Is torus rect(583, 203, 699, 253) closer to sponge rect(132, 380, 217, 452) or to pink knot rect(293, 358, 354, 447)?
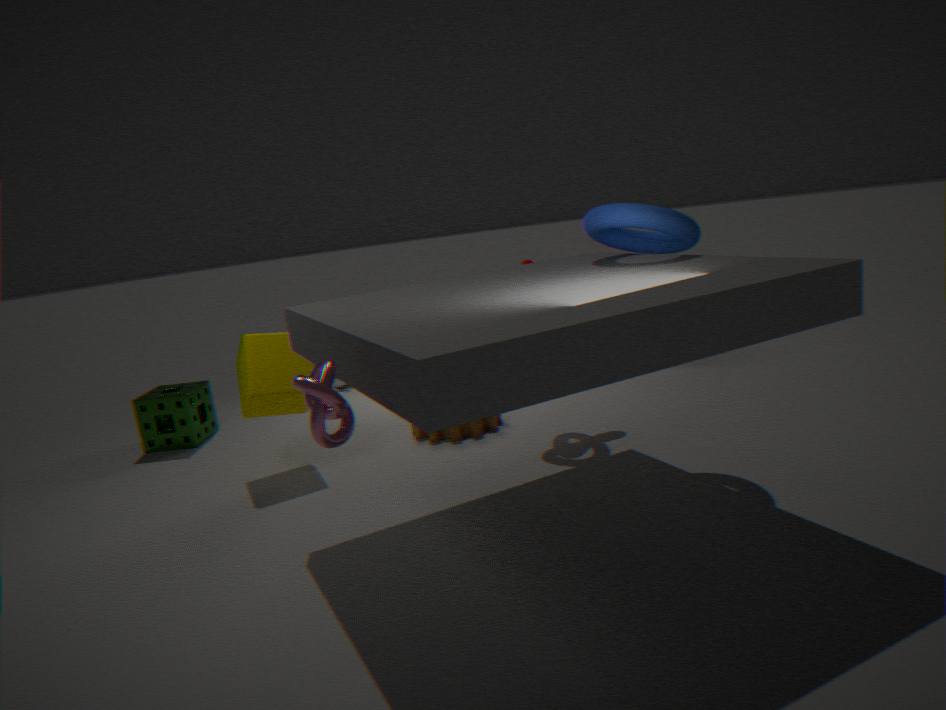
pink knot rect(293, 358, 354, 447)
